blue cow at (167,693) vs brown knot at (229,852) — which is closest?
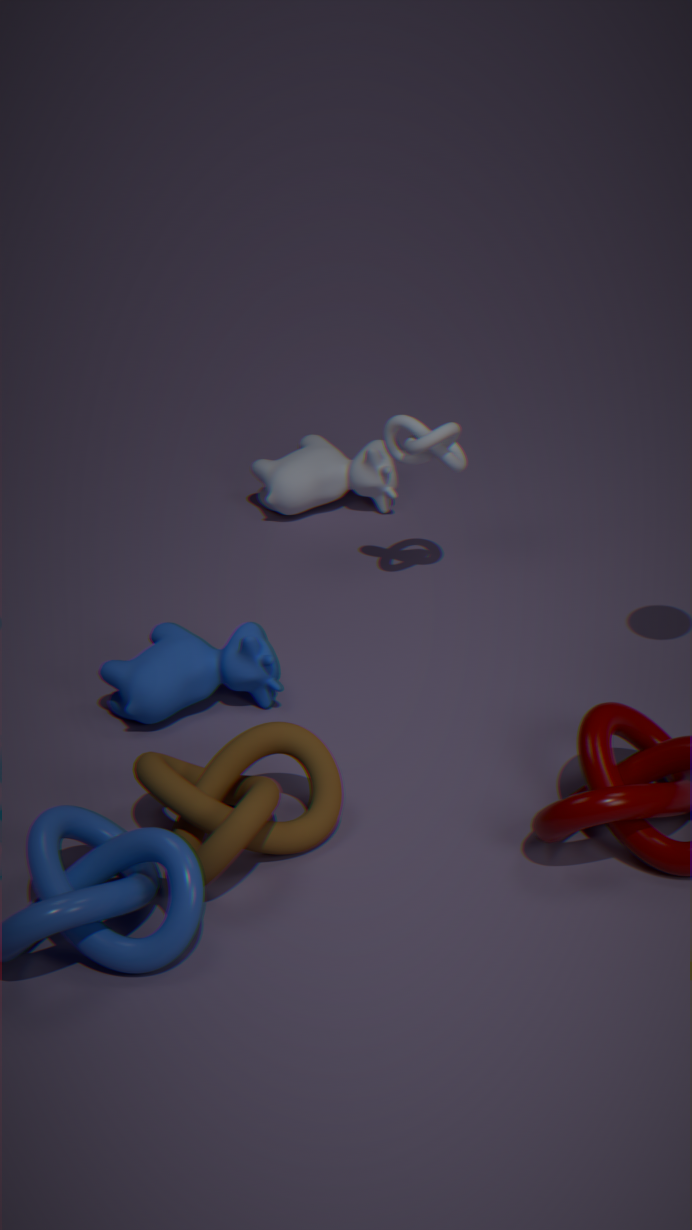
brown knot at (229,852)
